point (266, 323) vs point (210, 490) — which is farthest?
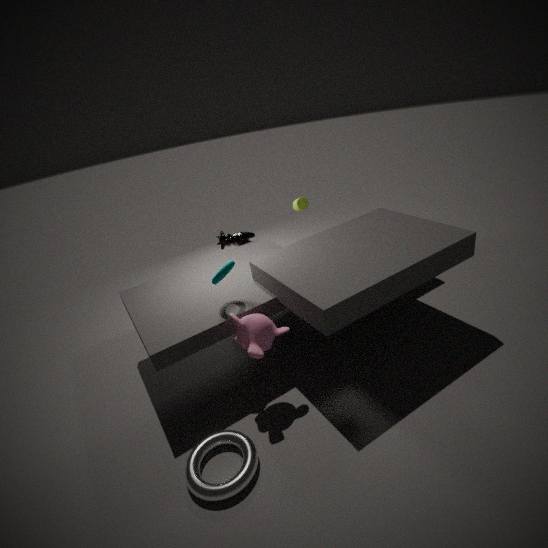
point (266, 323)
